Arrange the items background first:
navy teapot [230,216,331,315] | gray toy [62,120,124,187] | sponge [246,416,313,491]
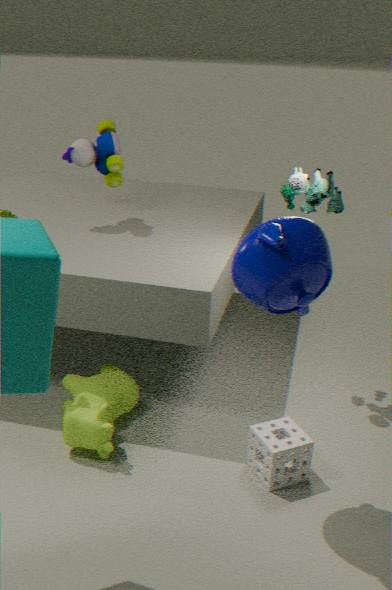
gray toy [62,120,124,187]
sponge [246,416,313,491]
navy teapot [230,216,331,315]
